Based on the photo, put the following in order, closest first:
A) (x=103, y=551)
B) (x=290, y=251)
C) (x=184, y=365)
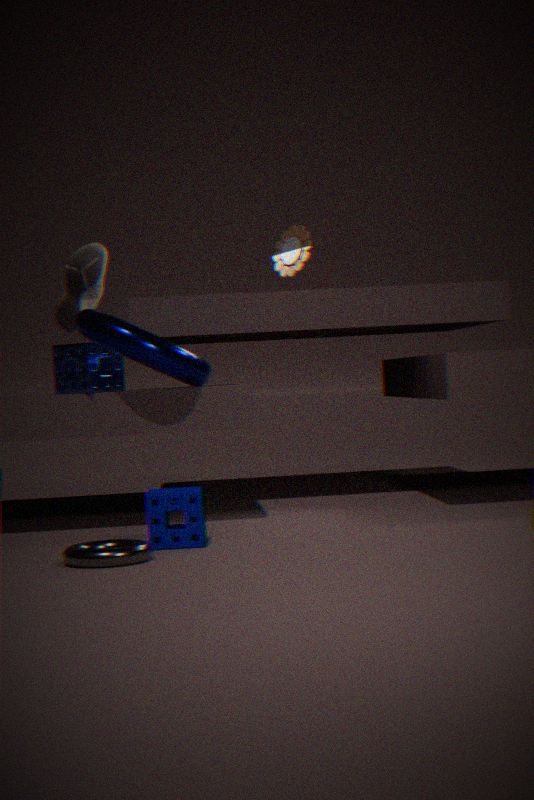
(x=103, y=551) < (x=184, y=365) < (x=290, y=251)
